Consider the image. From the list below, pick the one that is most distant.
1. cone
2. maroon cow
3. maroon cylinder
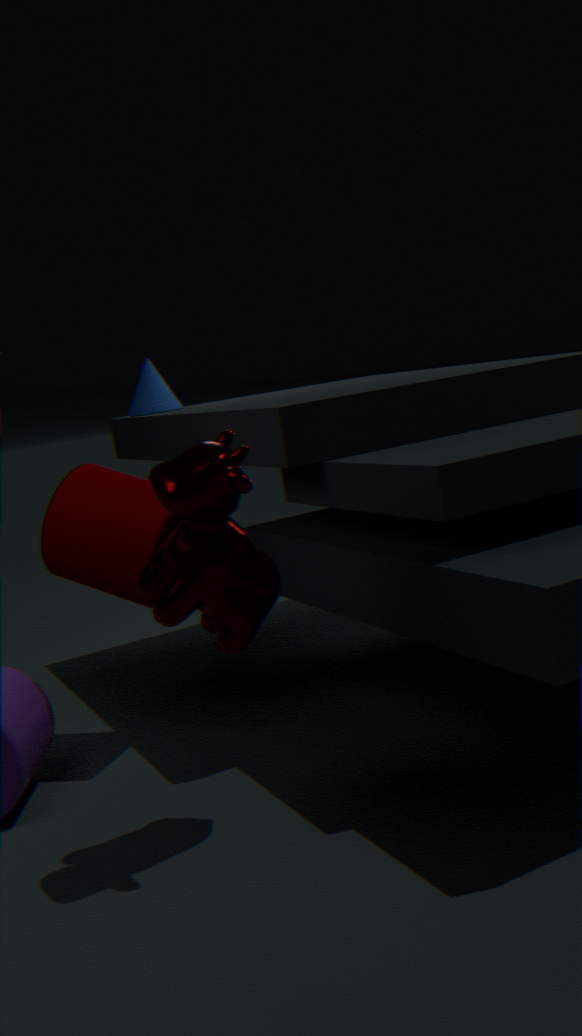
cone
